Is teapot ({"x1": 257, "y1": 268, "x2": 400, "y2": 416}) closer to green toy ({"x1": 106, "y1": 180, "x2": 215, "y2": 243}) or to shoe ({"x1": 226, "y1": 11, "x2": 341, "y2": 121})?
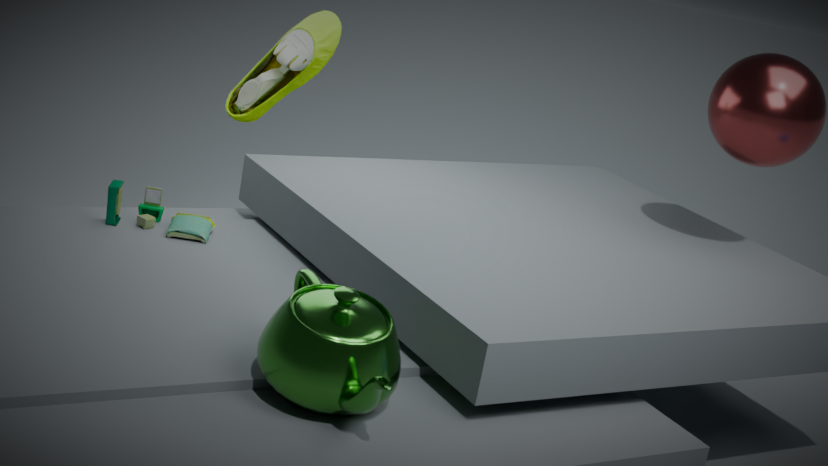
green toy ({"x1": 106, "y1": 180, "x2": 215, "y2": 243})
